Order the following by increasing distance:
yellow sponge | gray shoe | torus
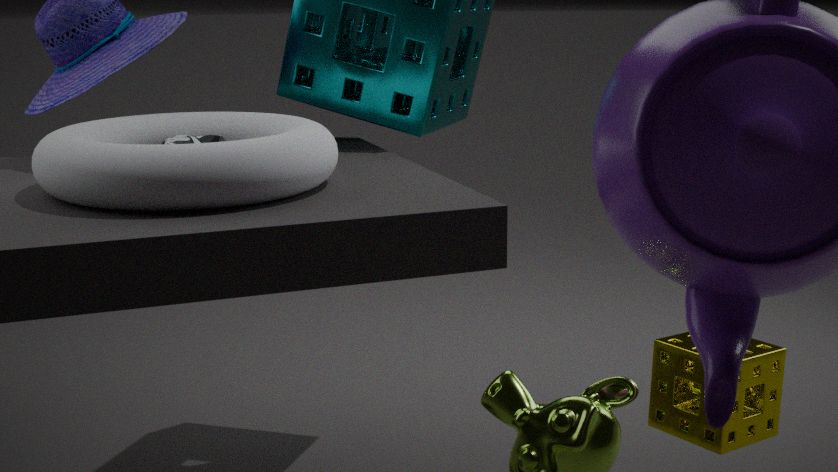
torus → gray shoe → yellow sponge
